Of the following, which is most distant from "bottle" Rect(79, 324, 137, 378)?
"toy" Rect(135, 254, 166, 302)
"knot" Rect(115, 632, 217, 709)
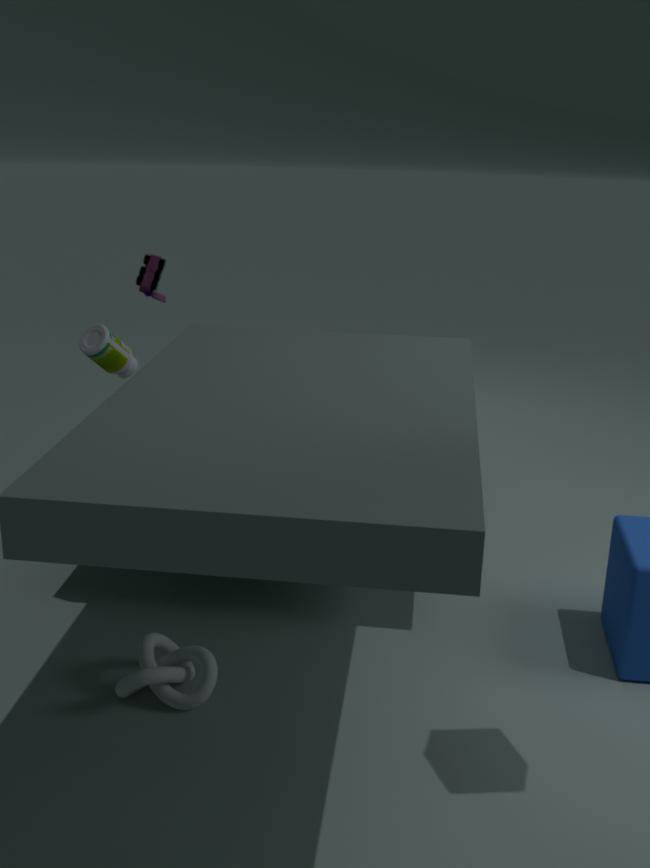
"knot" Rect(115, 632, 217, 709)
